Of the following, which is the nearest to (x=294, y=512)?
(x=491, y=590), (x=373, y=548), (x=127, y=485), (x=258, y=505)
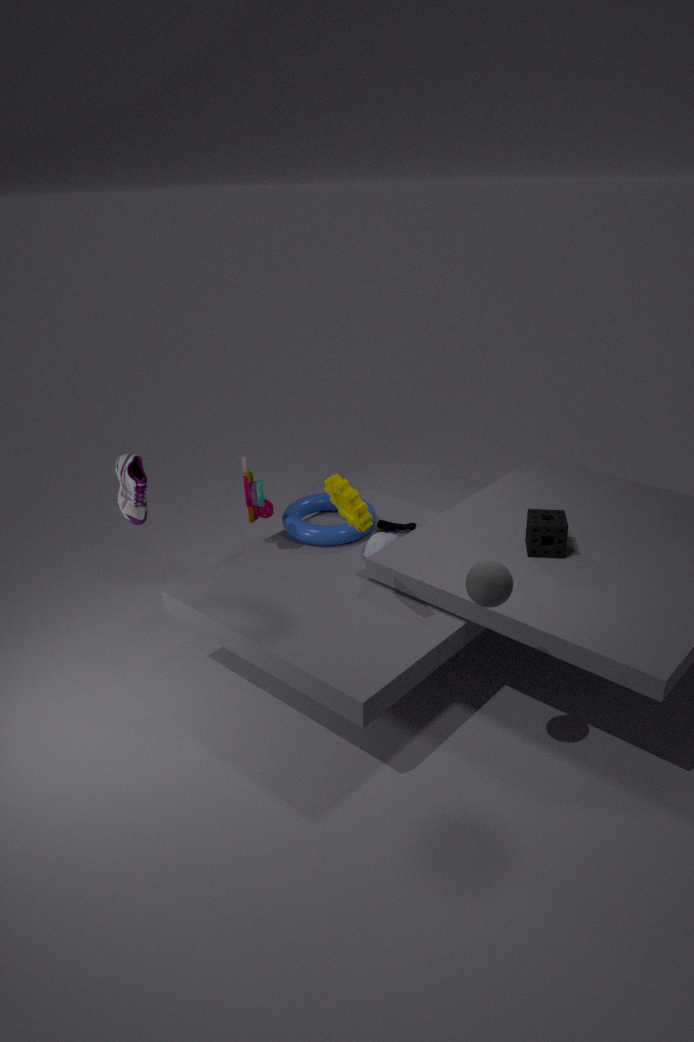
(x=373, y=548)
